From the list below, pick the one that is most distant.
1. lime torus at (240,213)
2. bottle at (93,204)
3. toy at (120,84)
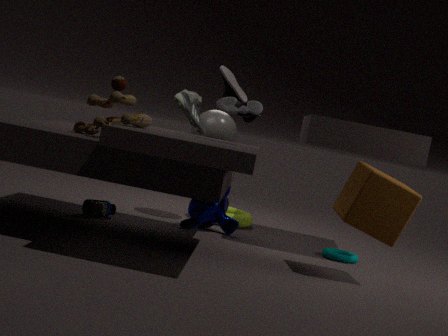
lime torus at (240,213)
